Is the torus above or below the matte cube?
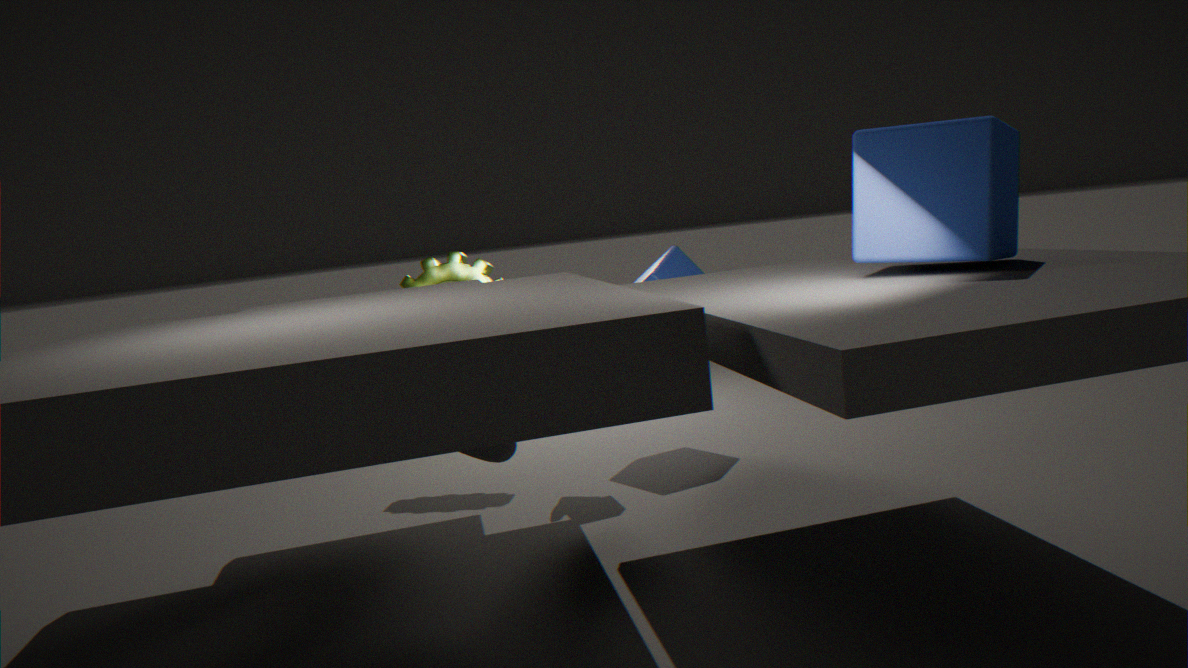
below
